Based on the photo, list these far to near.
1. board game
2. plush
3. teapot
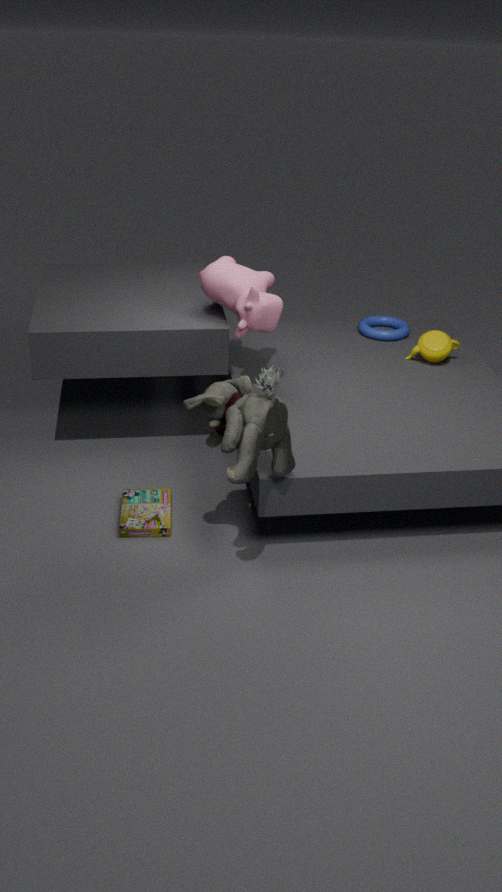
1. teapot
2. board game
3. plush
